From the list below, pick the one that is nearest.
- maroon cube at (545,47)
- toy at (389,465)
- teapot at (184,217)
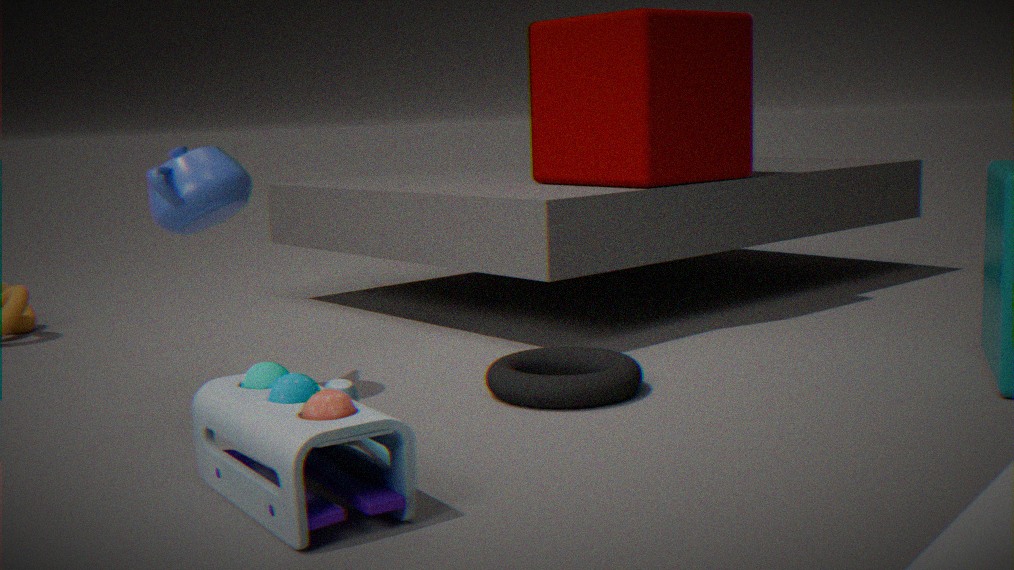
toy at (389,465)
